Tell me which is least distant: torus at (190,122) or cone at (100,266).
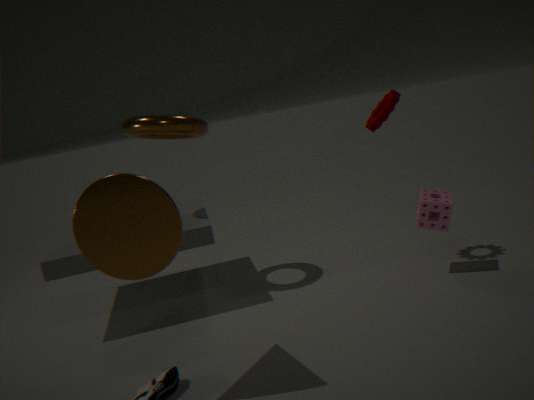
cone at (100,266)
